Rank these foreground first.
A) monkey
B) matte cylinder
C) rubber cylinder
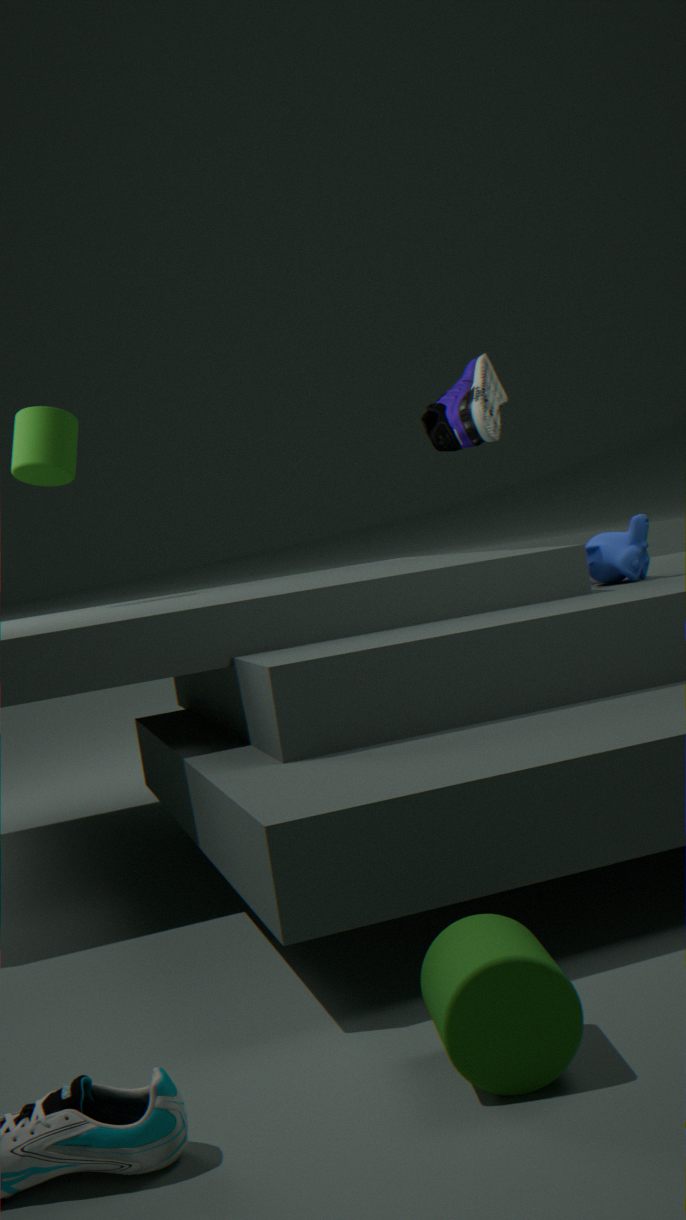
rubber cylinder
monkey
matte cylinder
